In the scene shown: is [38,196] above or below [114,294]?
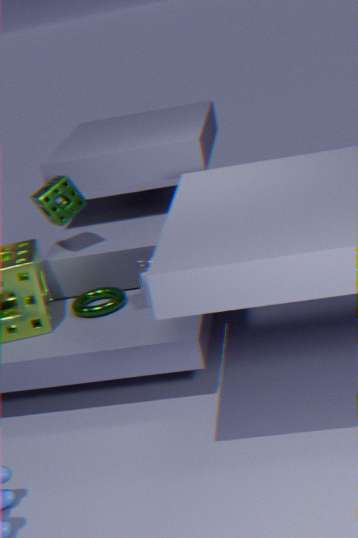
above
